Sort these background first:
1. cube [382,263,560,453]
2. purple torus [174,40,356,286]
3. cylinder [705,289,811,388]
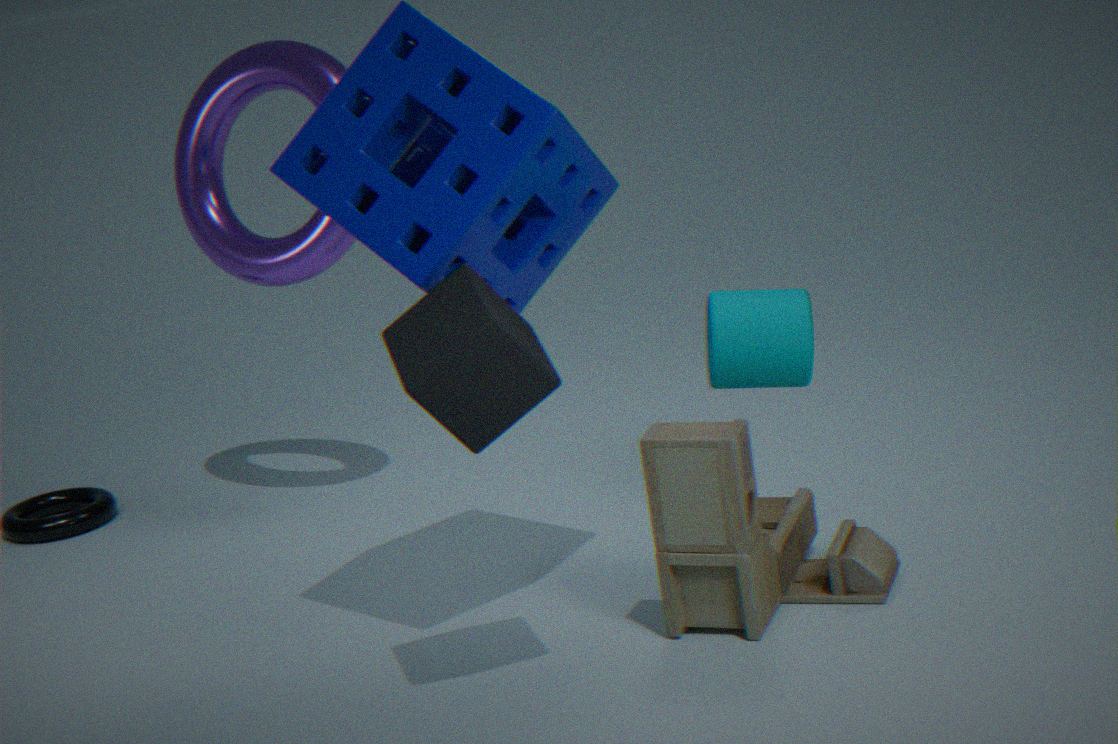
purple torus [174,40,356,286]
cylinder [705,289,811,388]
cube [382,263,560,453]
